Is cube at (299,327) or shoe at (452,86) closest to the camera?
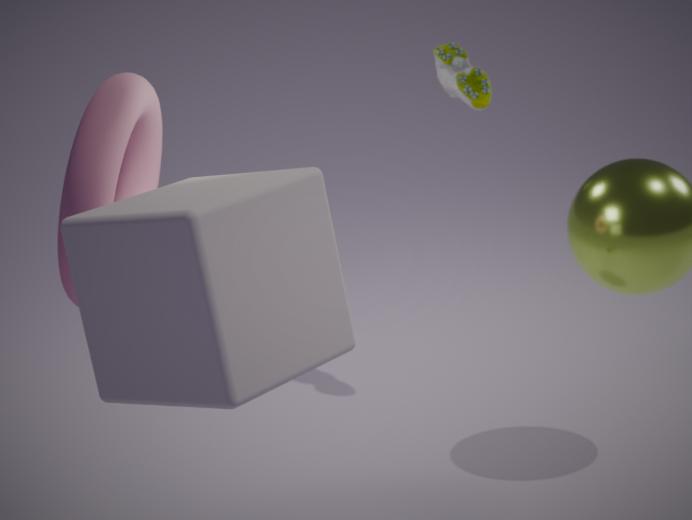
cube at (299,327)
